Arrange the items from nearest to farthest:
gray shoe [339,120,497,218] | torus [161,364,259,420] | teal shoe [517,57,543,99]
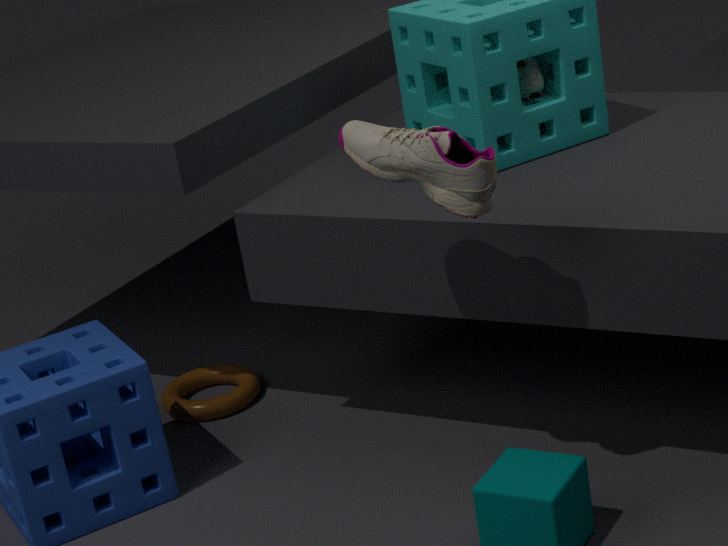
gray shoe [339,120,497,218], teal shoe [517,57,543,99], torus [161,364,259,420]
